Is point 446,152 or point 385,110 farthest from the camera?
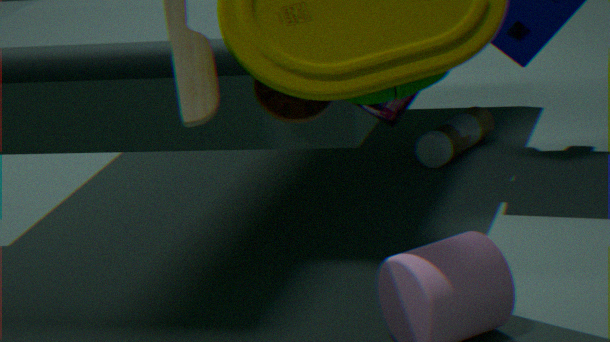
point 446,152
